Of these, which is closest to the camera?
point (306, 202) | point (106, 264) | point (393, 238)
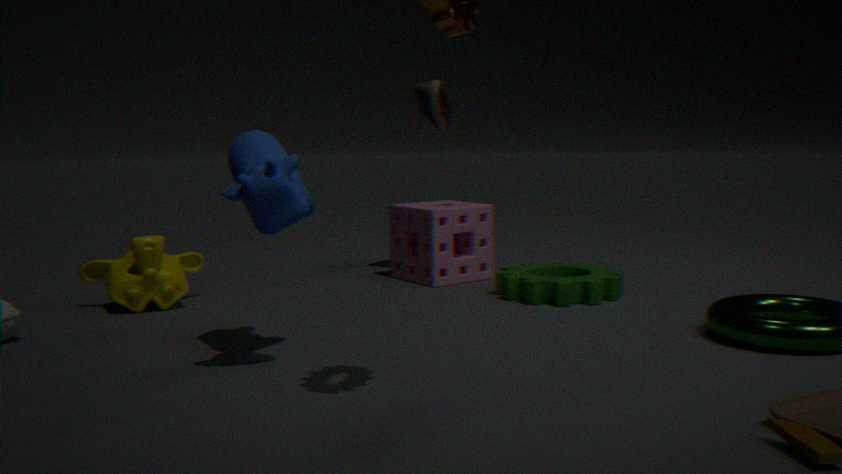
point (306, 202)
